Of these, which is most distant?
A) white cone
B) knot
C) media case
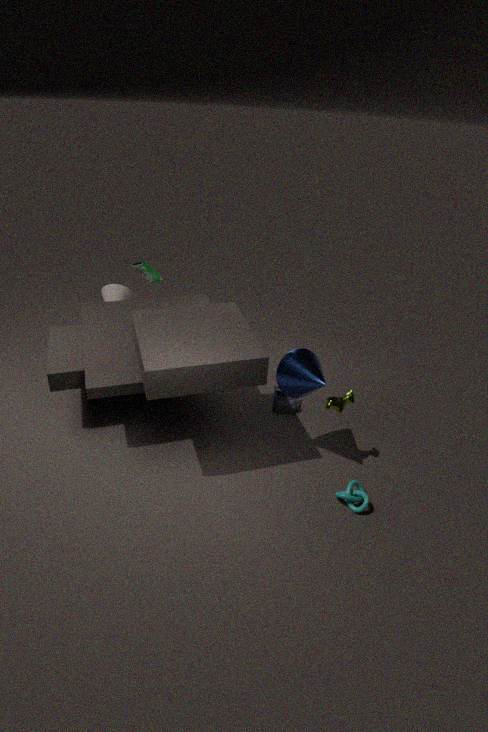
white cone
